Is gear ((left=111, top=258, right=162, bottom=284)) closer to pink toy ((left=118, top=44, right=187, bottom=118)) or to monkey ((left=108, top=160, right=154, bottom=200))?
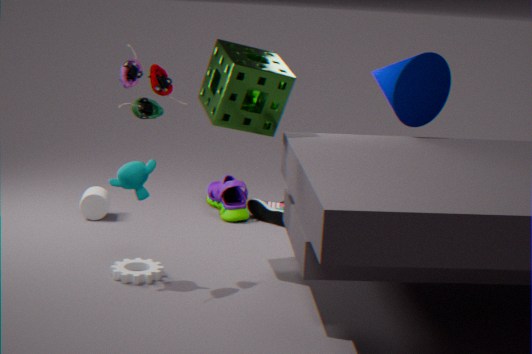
monkey ((left=108, top=160, right=154, bottom=200))
